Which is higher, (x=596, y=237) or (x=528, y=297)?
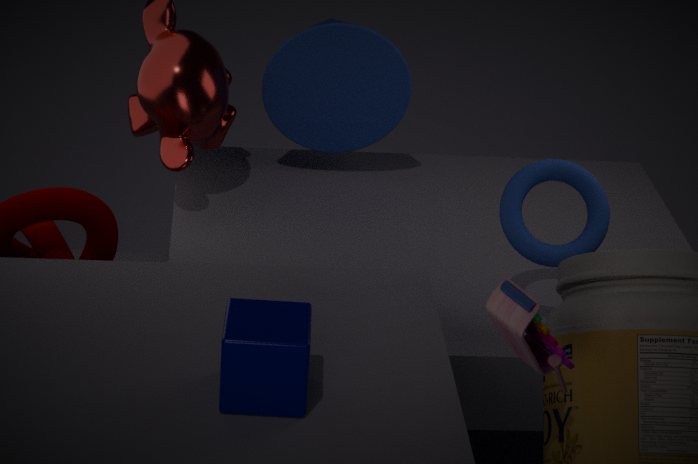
(x=528, y=297)
